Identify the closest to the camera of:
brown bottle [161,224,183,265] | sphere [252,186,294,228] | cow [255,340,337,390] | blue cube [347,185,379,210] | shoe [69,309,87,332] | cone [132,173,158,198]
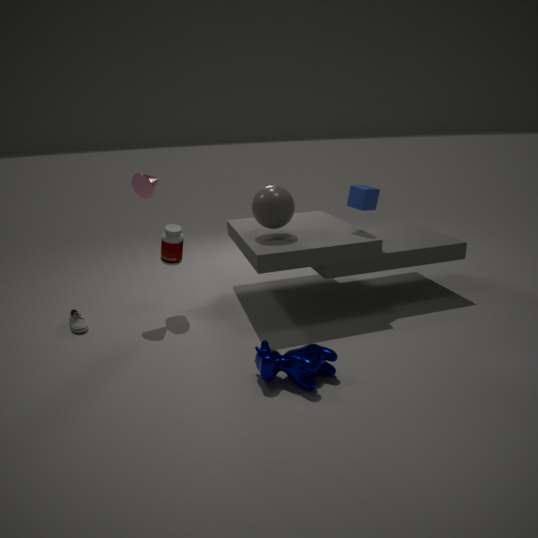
cow [255,340,337,390]
